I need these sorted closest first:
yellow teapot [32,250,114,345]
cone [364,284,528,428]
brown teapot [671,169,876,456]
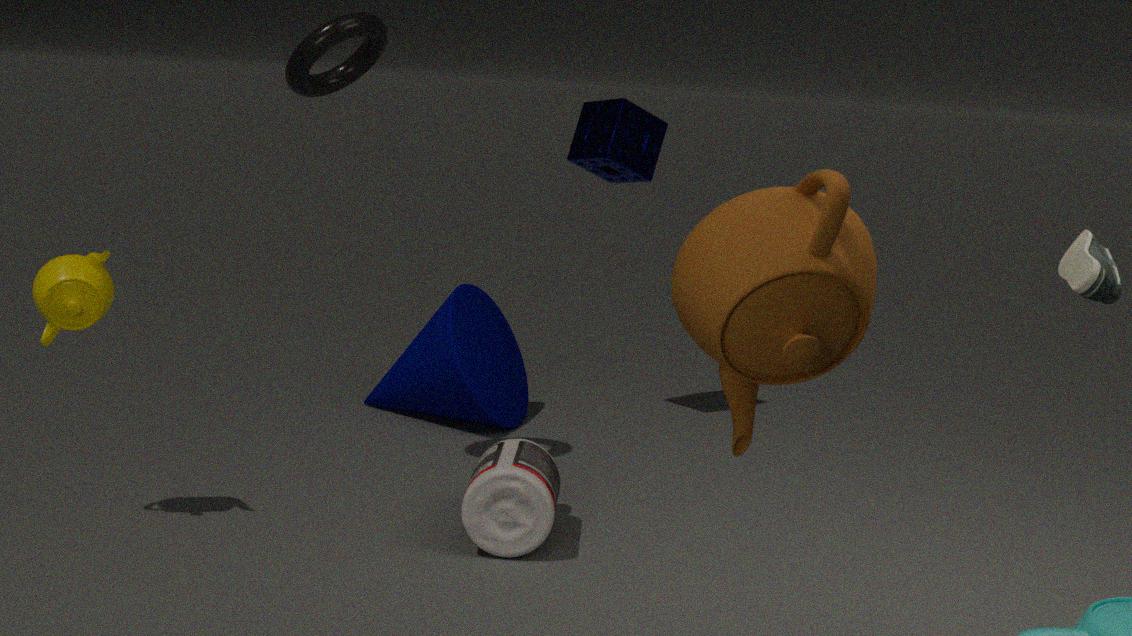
1. brown teapot [671,169,876,456]
2. yellow teapot [32,250,114,345]
3. cone [364,284,528,428]
